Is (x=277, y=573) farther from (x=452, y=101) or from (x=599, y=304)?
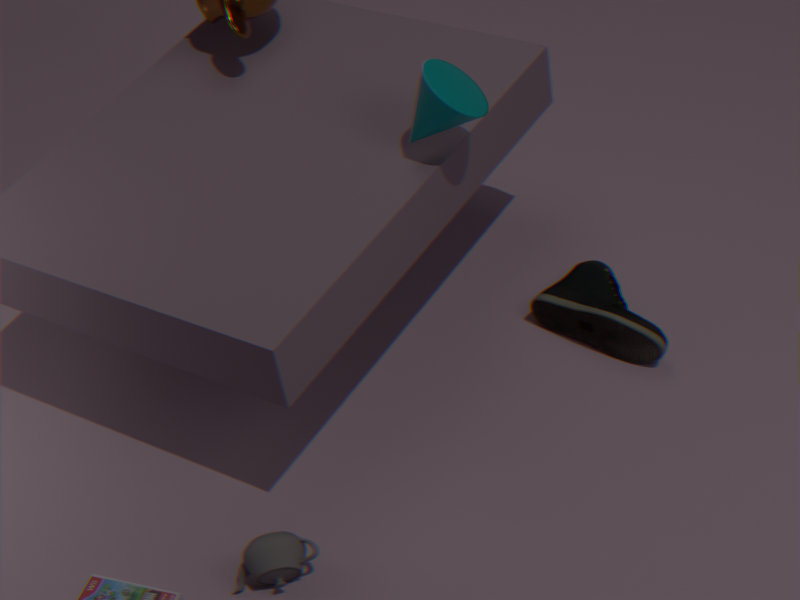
(x=452, y=101)
